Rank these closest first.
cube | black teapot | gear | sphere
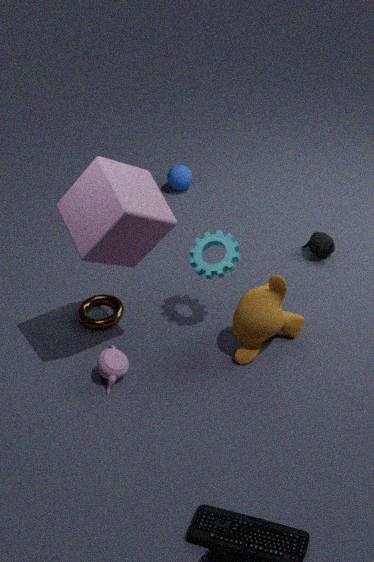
cube, gear, black teapot, sphere
